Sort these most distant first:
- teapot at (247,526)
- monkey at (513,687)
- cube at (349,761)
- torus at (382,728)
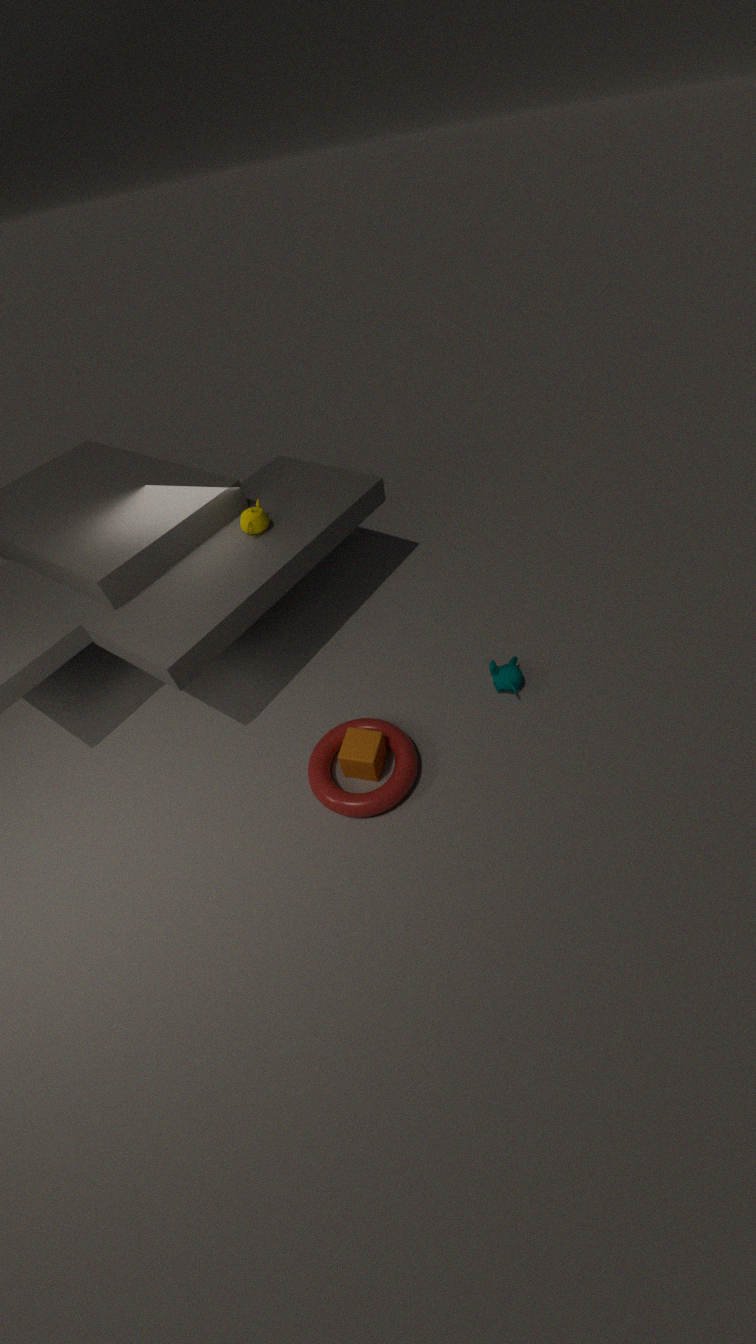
teapot at (247,526)
monkey at (513,687)
cube at (349,761)
torus at (382,728)
